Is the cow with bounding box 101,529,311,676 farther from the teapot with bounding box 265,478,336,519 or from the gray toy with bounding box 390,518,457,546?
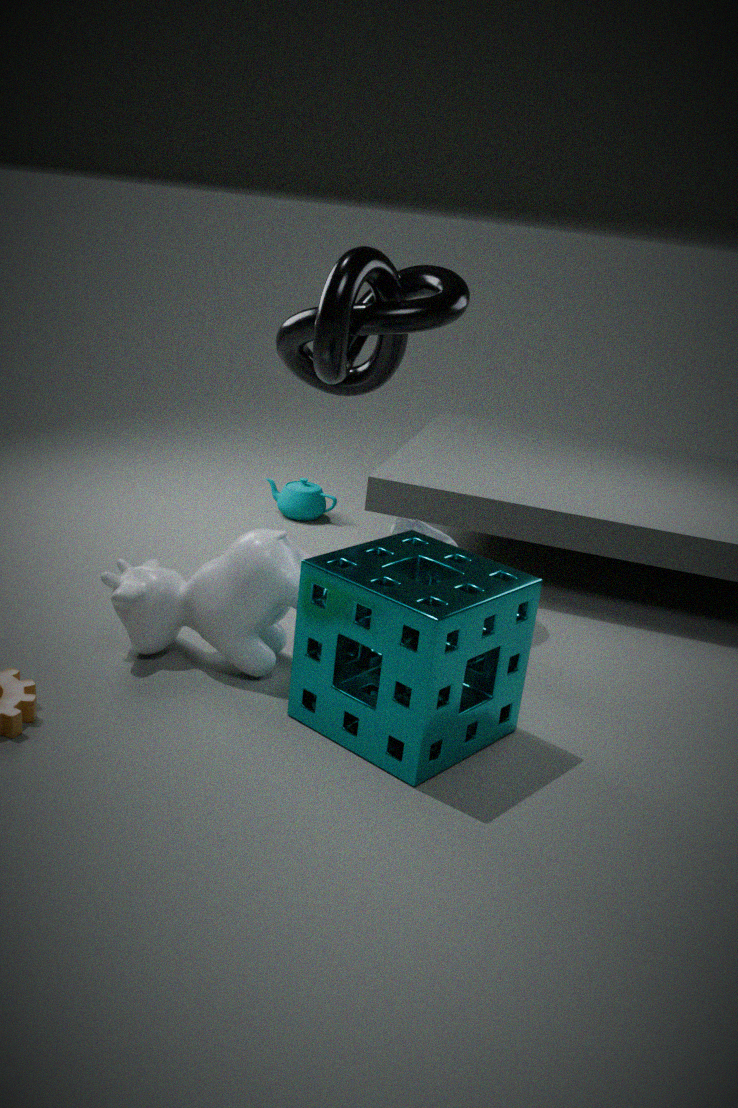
the teapot with bounding box 265,478,336,519
